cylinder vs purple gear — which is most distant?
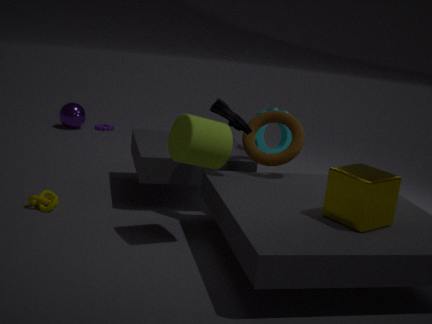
purple gear
